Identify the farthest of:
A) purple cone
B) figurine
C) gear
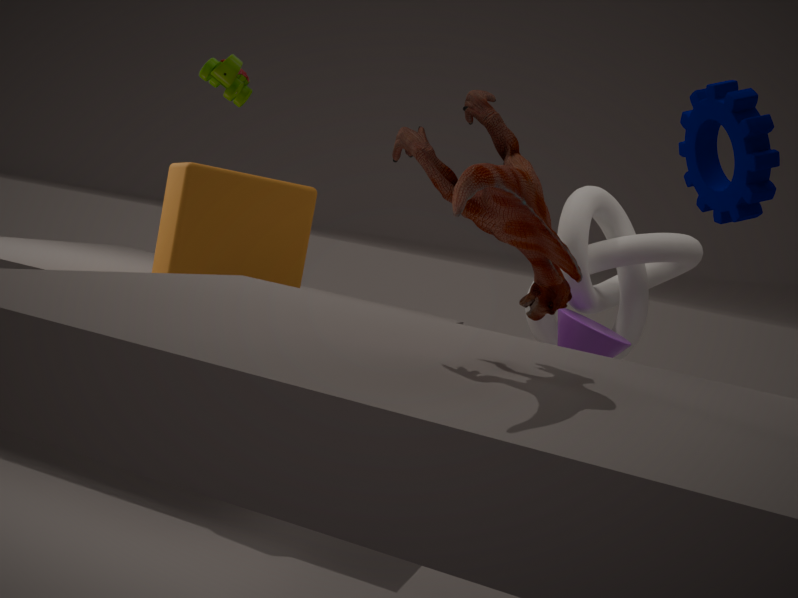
purple cone
